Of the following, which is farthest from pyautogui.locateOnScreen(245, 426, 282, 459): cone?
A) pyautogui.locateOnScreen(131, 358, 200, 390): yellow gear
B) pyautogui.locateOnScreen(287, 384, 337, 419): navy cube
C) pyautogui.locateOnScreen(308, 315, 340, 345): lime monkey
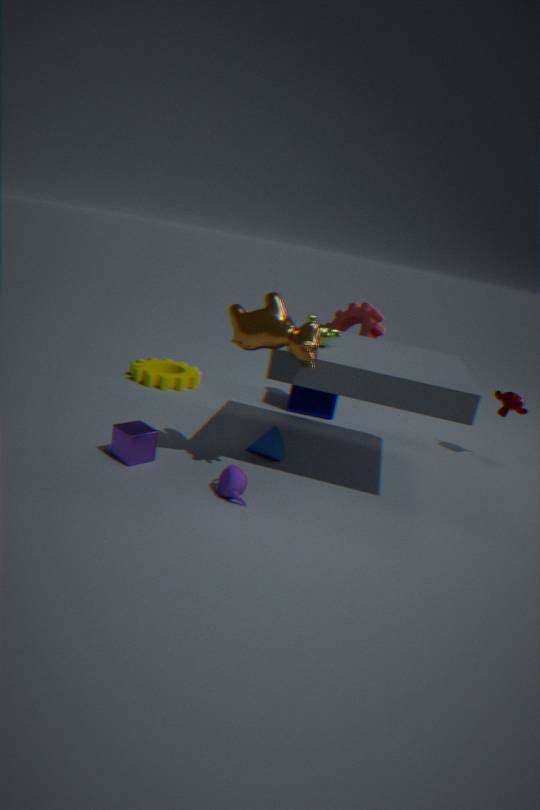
pyautogui.locateOnScreen(131, 358, 200, 390): yellow gear
